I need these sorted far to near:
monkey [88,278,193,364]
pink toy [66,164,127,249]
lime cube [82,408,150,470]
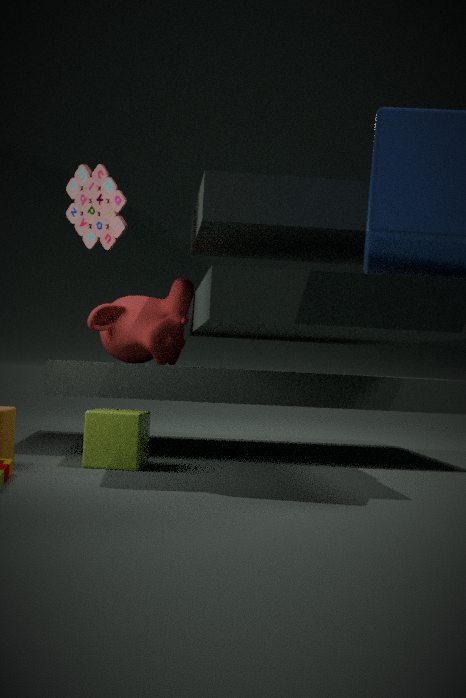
monkey [88,278,193,364], pink toy [66,164,127,249], lime cube [82,408,150,470]
